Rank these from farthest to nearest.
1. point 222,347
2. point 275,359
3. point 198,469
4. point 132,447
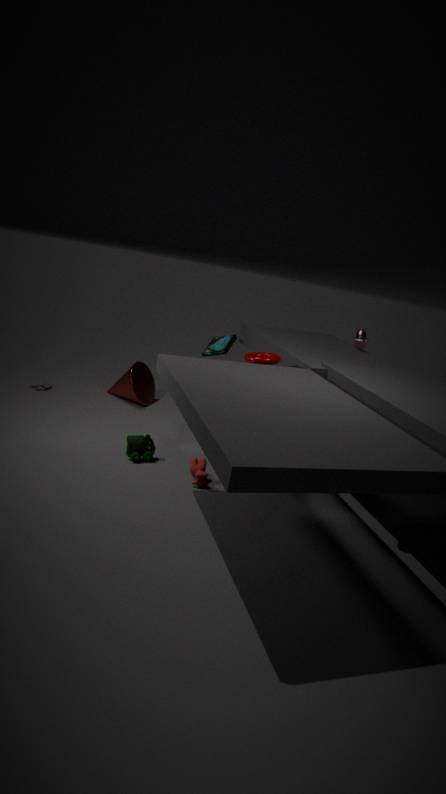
point 222,347 < point 132,447 < point 275,359 < point 198,469
